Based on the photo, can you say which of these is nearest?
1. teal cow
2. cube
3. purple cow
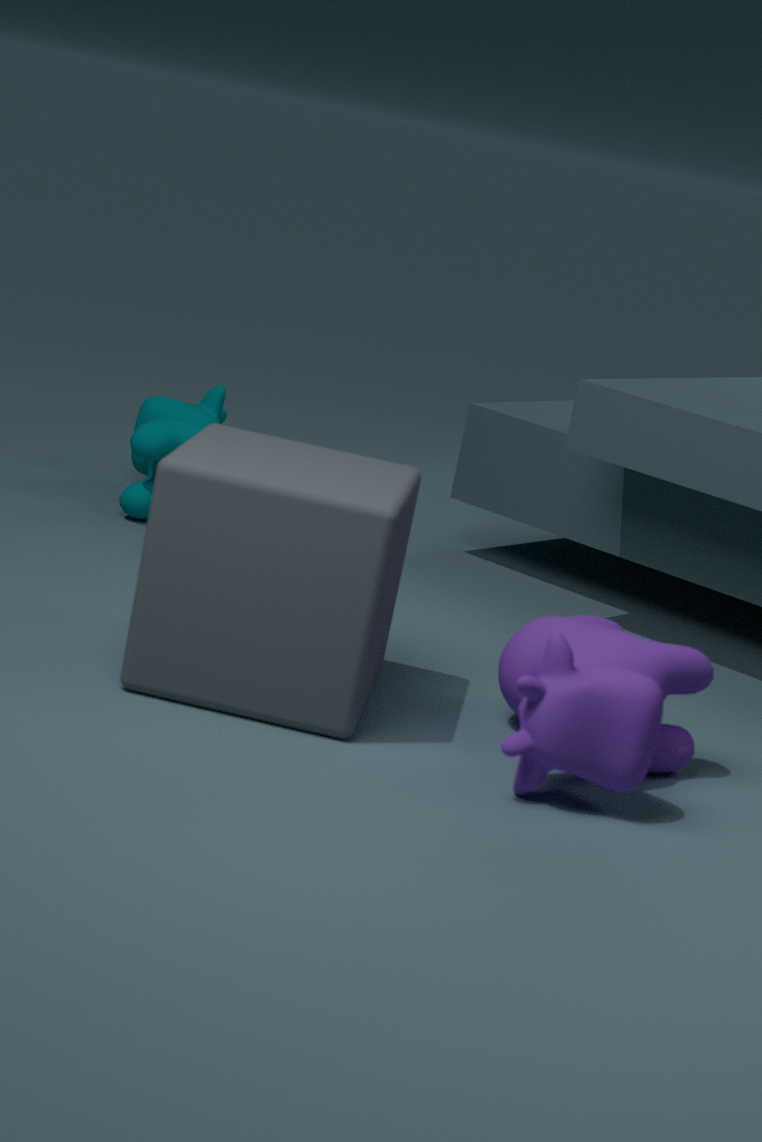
purple cow
